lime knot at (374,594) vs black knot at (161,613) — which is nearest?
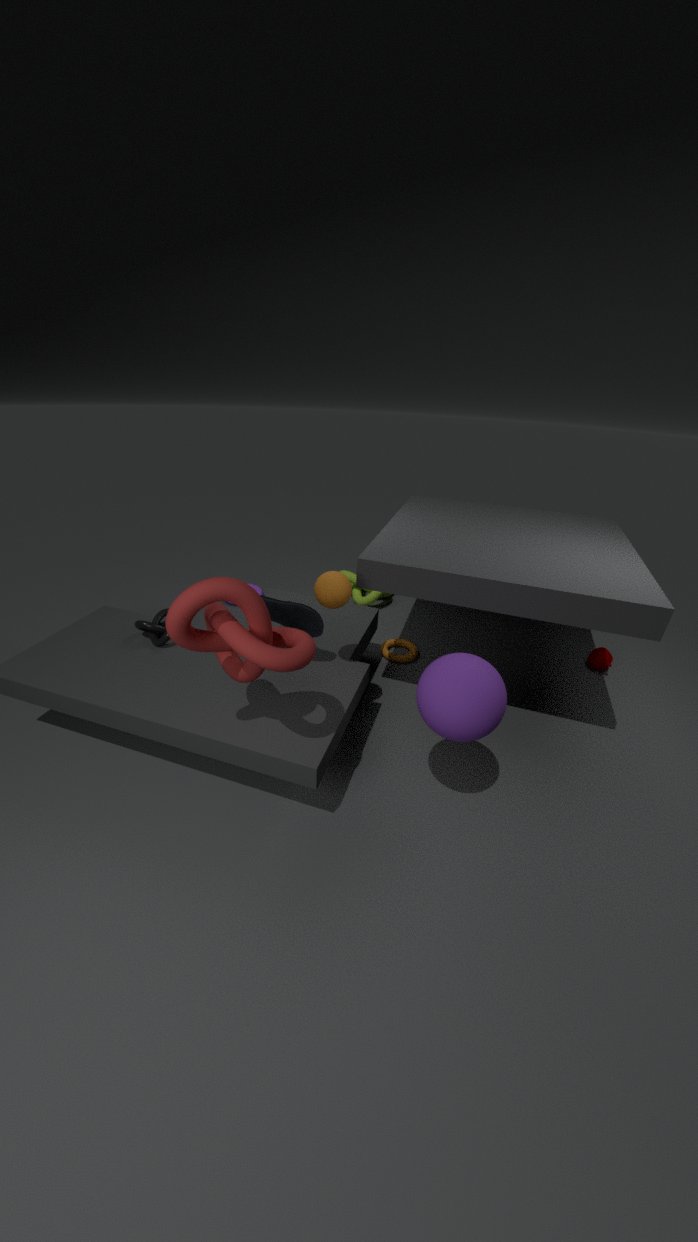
black knot at (161,613)
